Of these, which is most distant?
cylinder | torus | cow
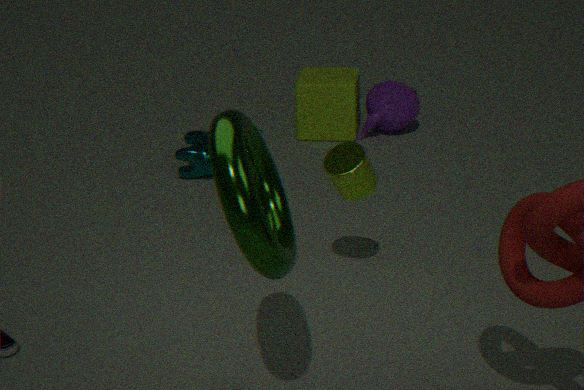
cow
